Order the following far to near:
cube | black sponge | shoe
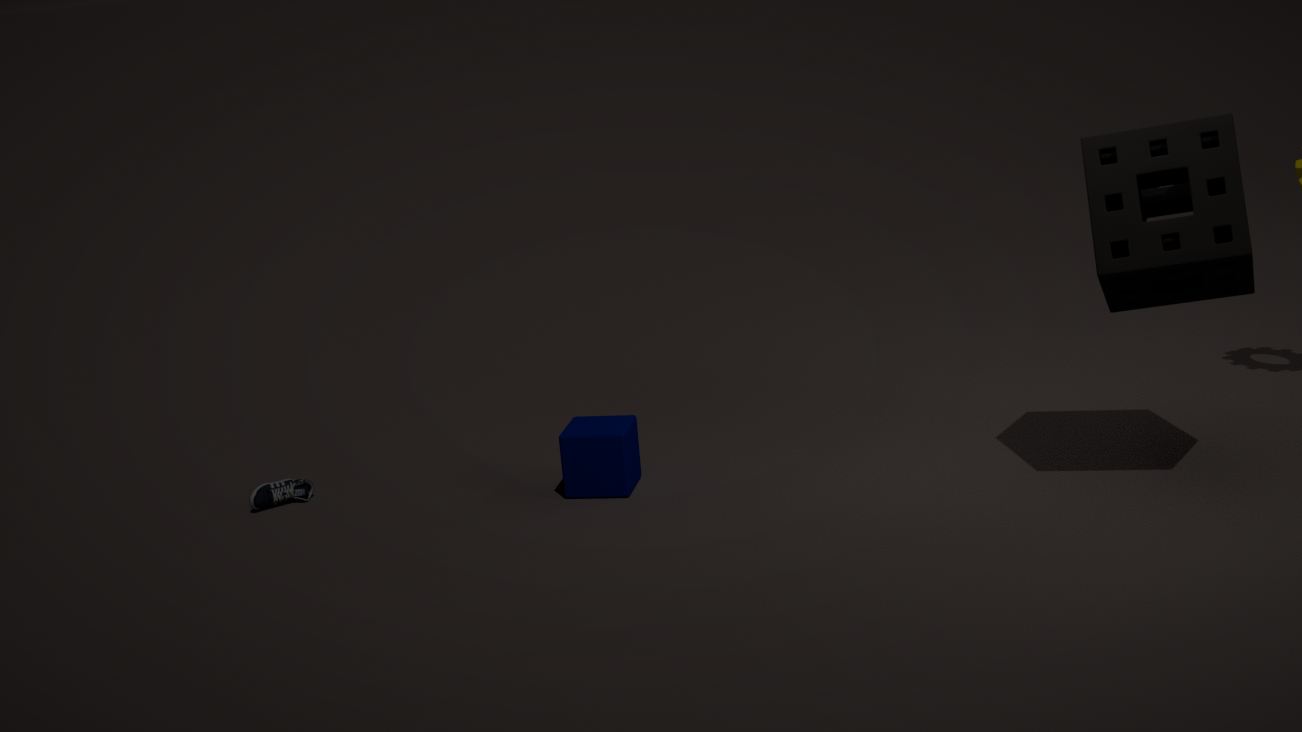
shoe < cube < black sponge
